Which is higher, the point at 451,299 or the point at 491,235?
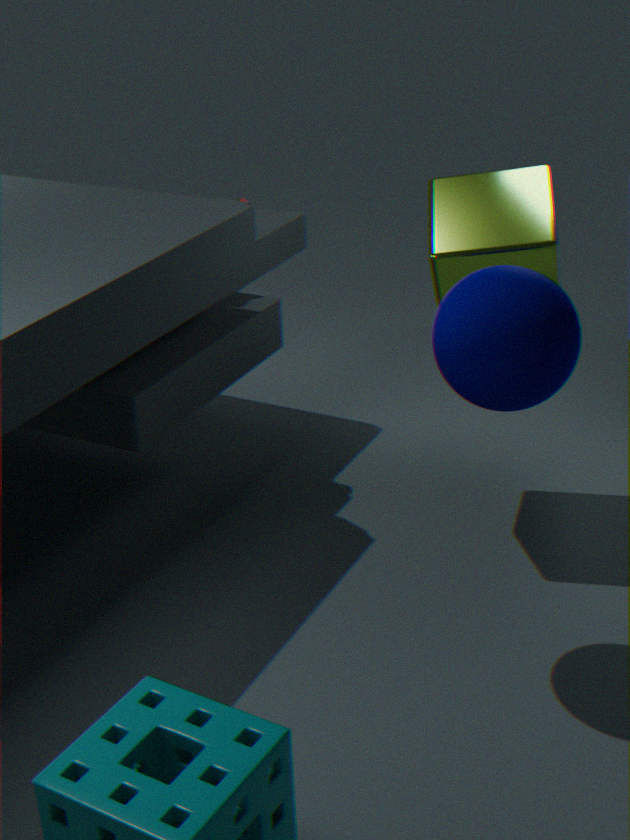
the point at 451,299
